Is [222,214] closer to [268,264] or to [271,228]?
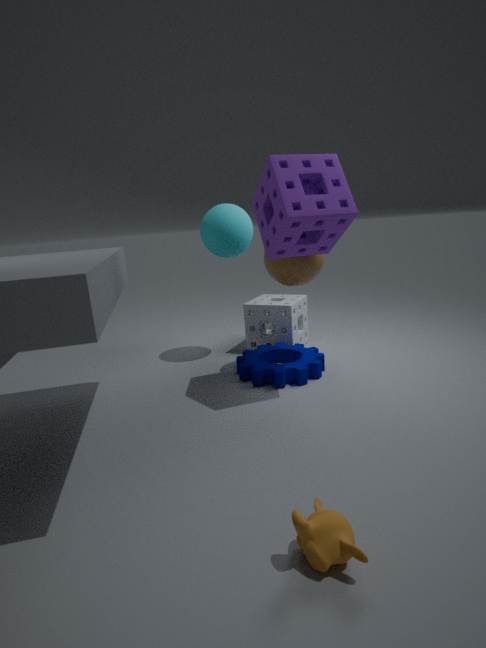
[268,264]
